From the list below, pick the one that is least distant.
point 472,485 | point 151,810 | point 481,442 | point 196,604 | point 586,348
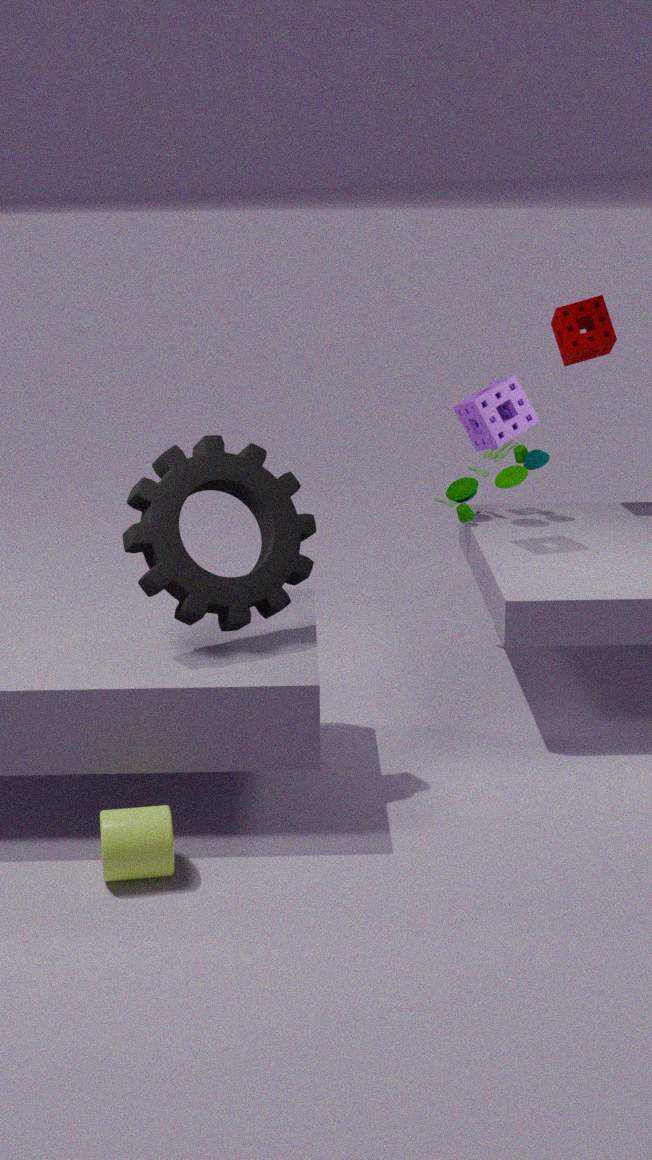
point 151,810
